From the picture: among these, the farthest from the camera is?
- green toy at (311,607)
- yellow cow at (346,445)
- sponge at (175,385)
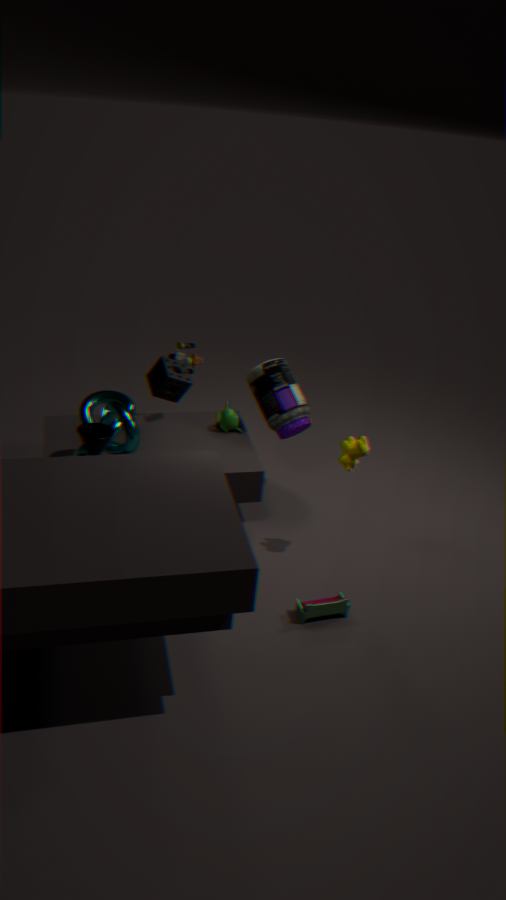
yellow cow at (346,445)
